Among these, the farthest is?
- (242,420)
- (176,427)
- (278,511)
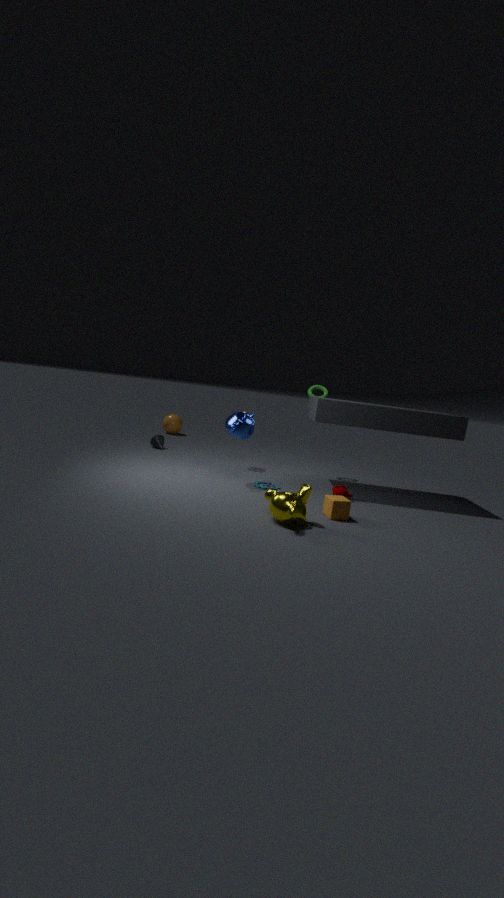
(176,427)
